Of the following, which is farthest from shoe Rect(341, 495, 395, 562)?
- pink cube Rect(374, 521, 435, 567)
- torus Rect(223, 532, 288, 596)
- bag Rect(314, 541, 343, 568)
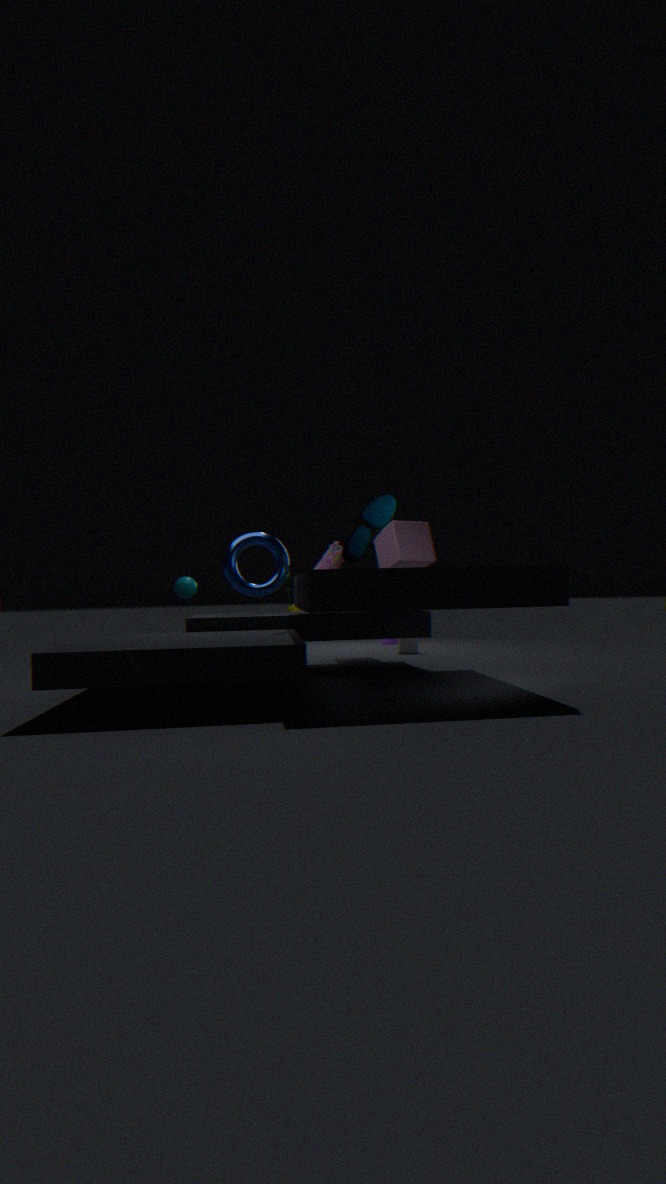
bag Rect(314, 541, 343, 568)
